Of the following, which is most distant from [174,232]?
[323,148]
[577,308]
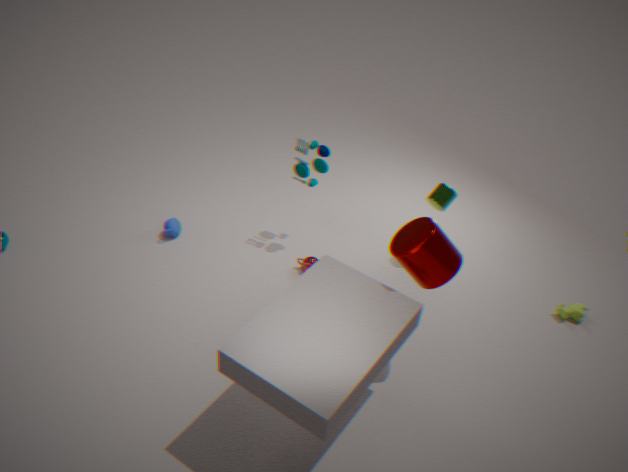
[577,308]
